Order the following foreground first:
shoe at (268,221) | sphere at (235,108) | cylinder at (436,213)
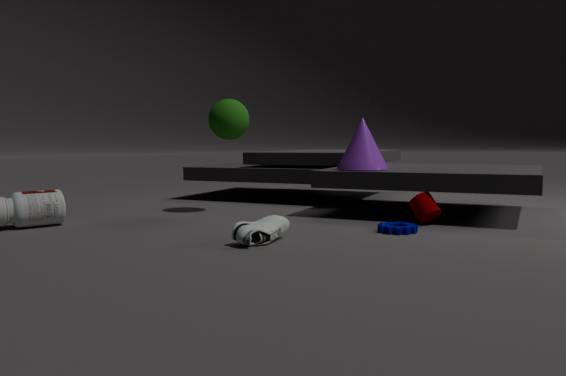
shoe at (268,221) < cylinder at (436,213) < sphere at (235,108)
